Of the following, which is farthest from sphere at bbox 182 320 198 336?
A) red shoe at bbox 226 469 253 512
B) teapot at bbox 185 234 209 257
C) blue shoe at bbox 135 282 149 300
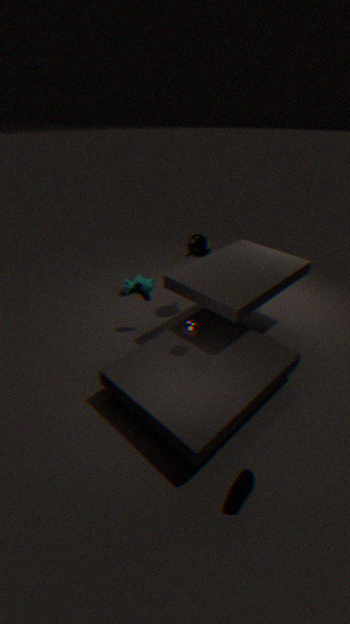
red shoe at bbox 226 469 253 512
